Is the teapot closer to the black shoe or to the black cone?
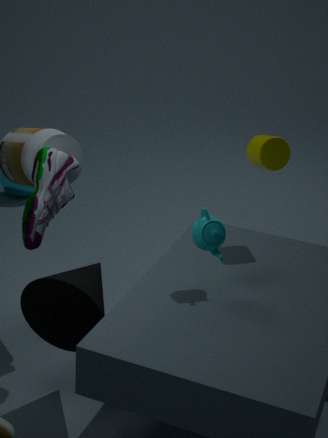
the black cone
